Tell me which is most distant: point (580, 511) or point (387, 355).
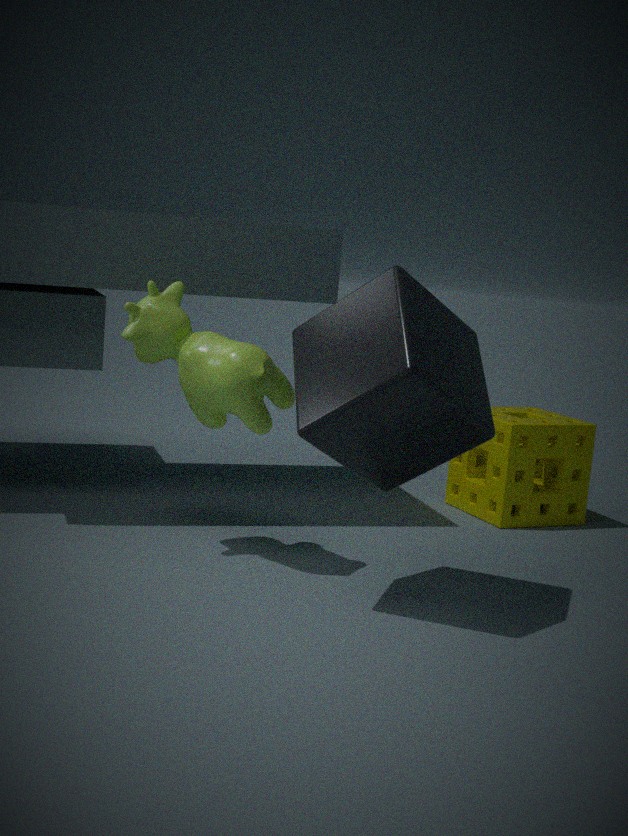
point (580, 511)
